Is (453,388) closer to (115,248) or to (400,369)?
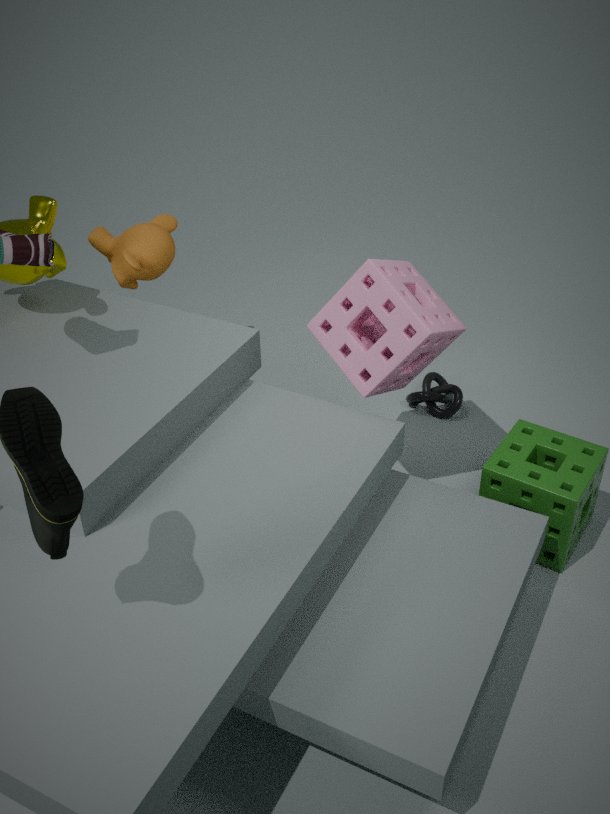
(400,369)
